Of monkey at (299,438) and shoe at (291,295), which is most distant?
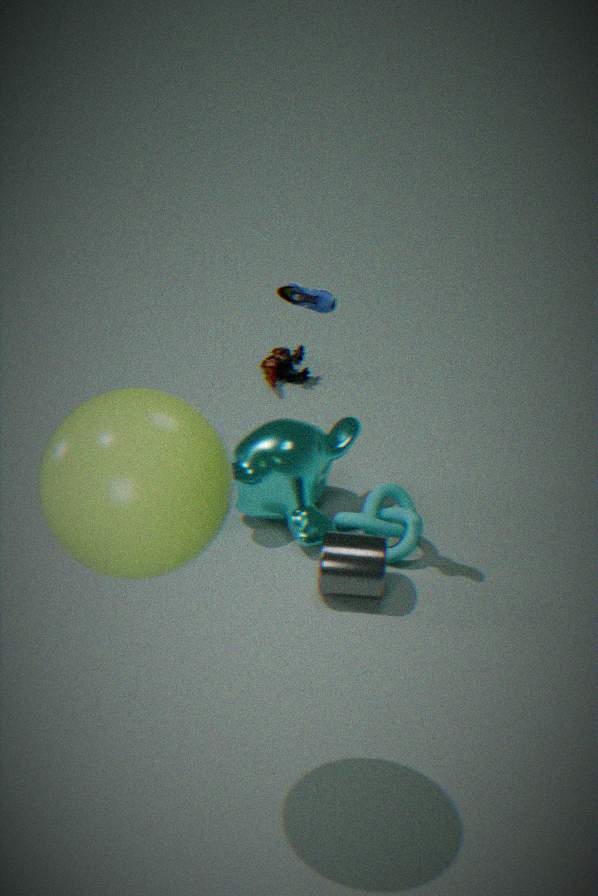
monkey at (299,438)
